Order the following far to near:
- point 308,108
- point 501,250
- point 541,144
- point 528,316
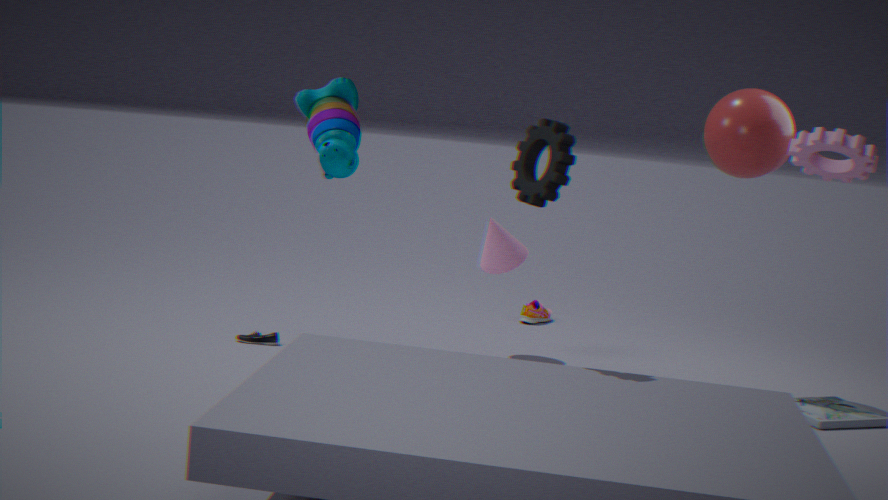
point 528,316 → point 501,250 → point 308,108 → point 541,144
